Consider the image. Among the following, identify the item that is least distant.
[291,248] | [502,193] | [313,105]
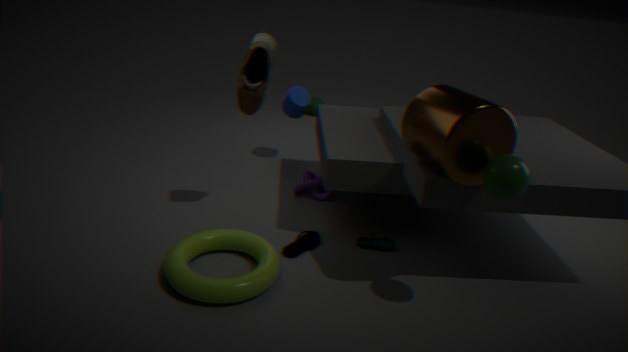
[502,193]
